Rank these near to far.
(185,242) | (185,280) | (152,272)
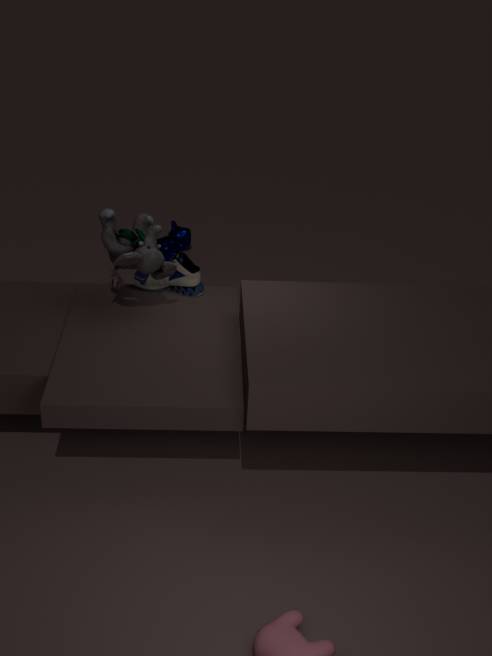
(152,272) → (185,280) → (185,242)
